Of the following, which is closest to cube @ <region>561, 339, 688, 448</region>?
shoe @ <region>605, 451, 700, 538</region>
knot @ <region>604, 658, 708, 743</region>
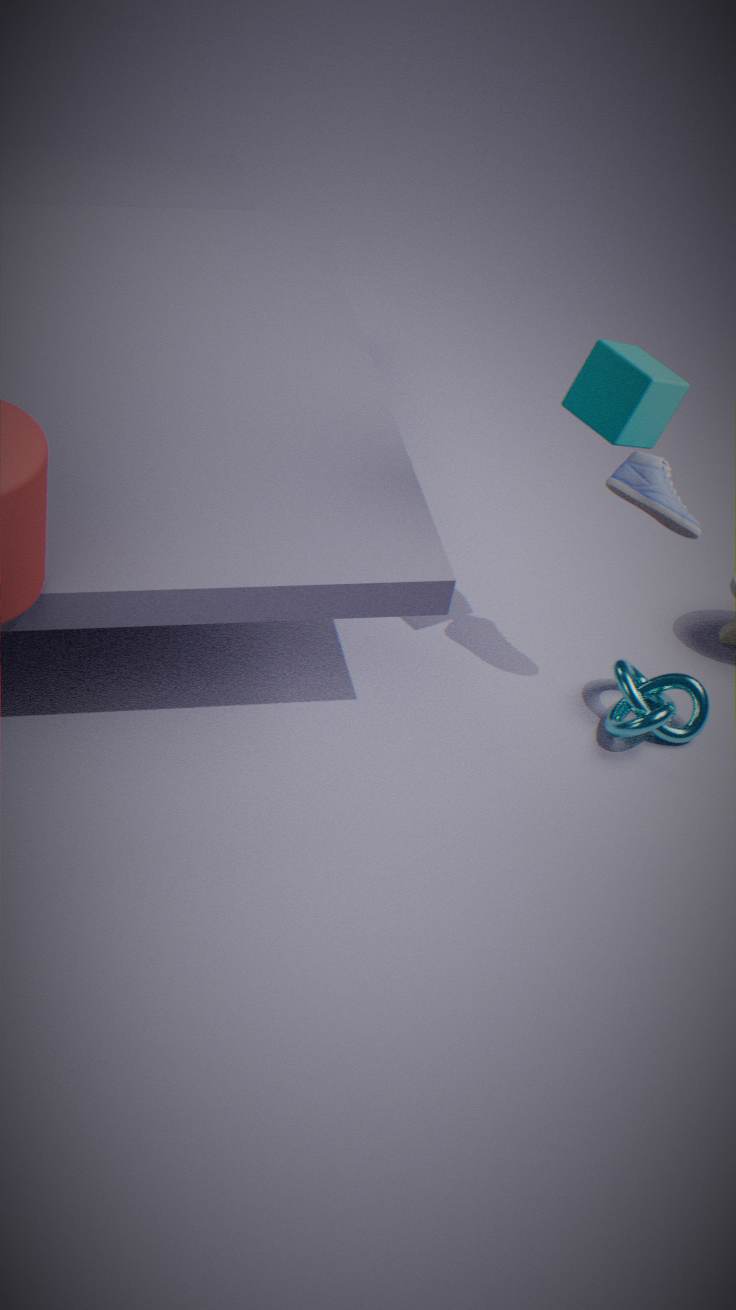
shoe @ <region>605, 451, 700, 538</region>
